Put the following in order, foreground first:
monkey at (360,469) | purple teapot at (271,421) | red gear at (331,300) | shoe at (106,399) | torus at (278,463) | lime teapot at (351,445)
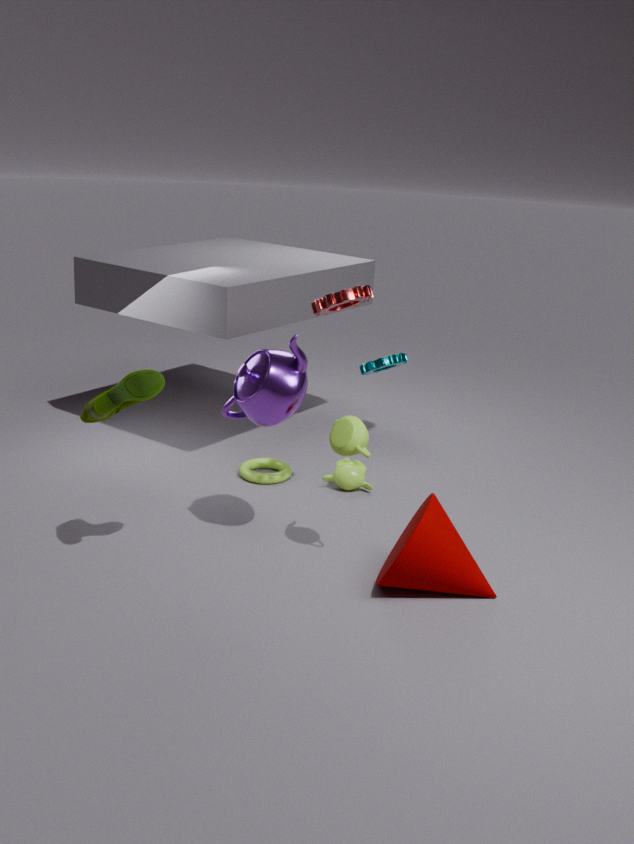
shoe at (106,399) → lime teapot at (351,445) → purple teapot at (271,421) → red gear at (331,300) → monkey at (360,469) → torus at (278,463)
